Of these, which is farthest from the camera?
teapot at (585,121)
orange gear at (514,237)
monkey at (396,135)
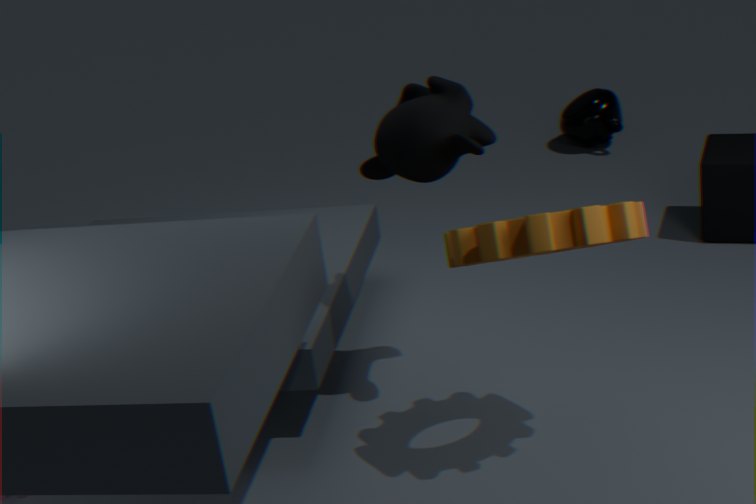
teapot at (585,121)
